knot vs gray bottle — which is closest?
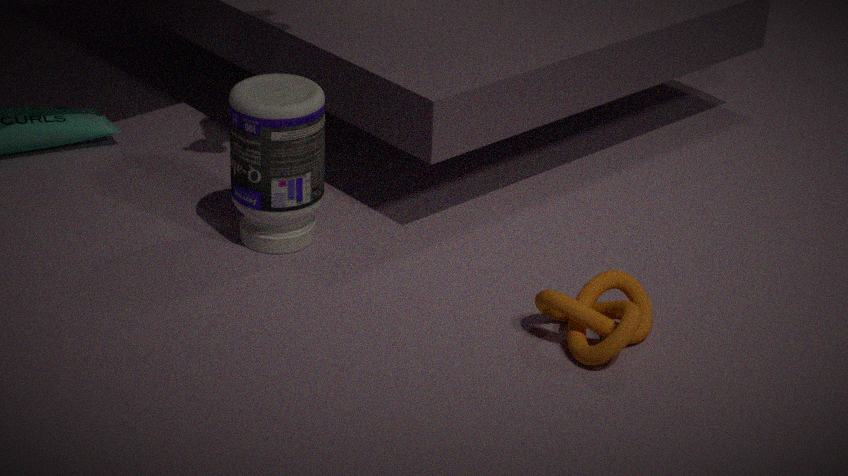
knot
